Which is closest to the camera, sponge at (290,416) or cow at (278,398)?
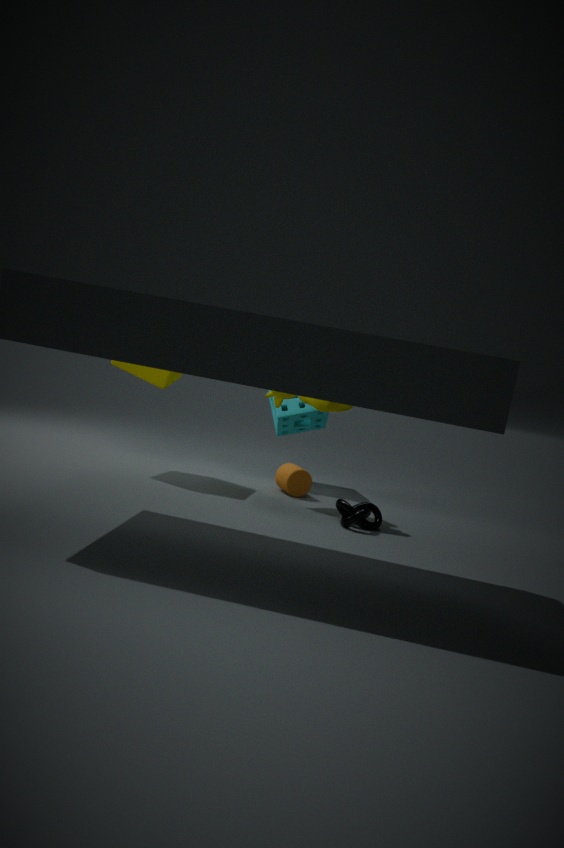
cow at (278,398)
